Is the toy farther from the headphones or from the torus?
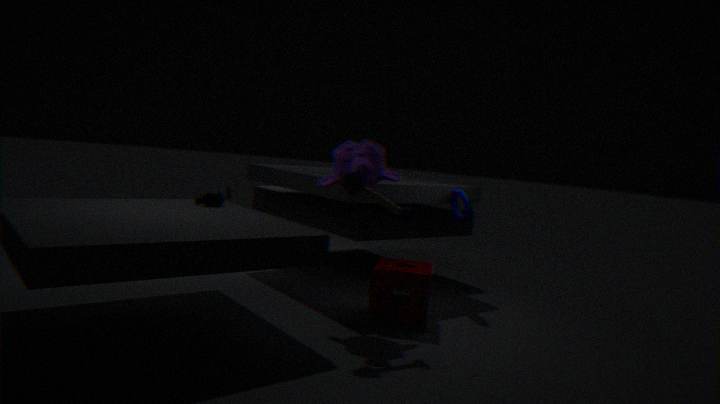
the headphones
